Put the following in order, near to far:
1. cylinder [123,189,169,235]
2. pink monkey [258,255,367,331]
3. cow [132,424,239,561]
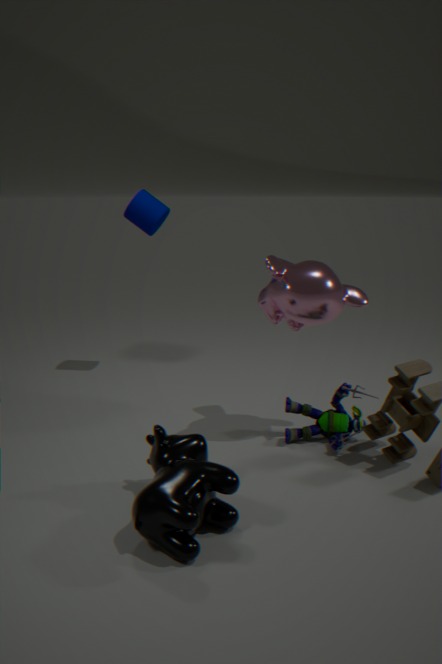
cow [132,424,239,561] < pink monkey [258,255,367,331] < cylinder [123,189,169,235]
